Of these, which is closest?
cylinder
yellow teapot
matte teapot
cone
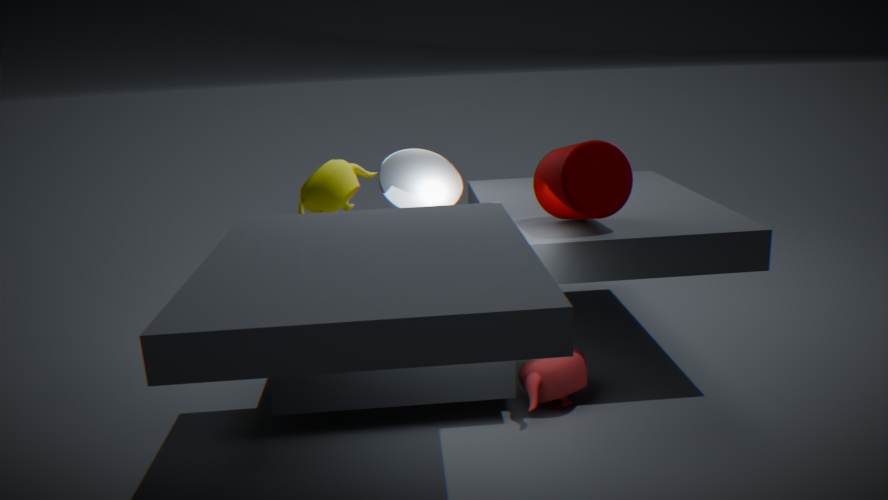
cylinder
